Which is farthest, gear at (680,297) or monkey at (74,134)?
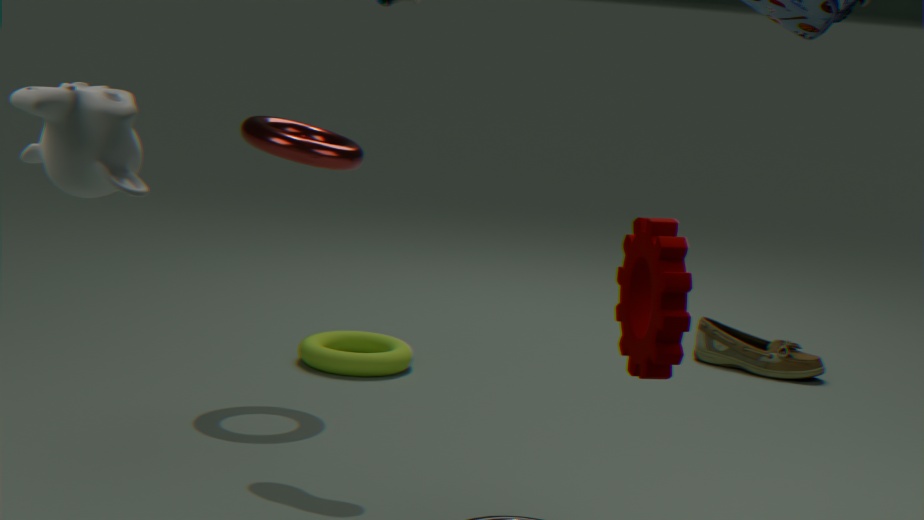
gear at (680,297)
